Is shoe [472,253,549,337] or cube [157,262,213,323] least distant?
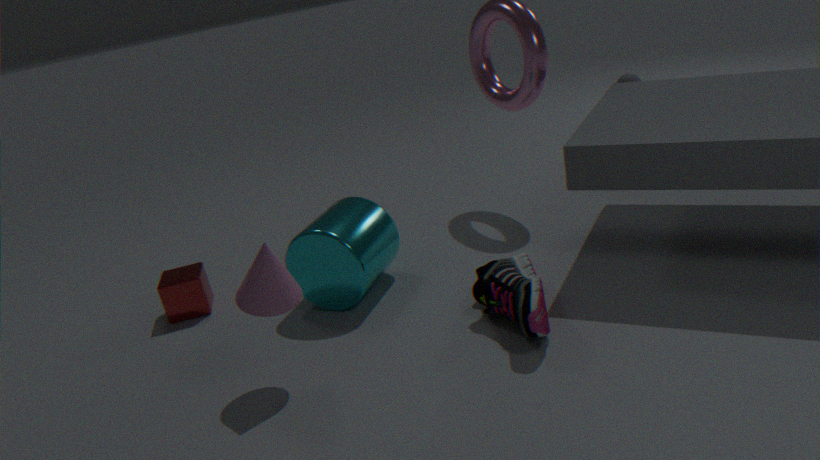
shoe [472,253,549,337]
